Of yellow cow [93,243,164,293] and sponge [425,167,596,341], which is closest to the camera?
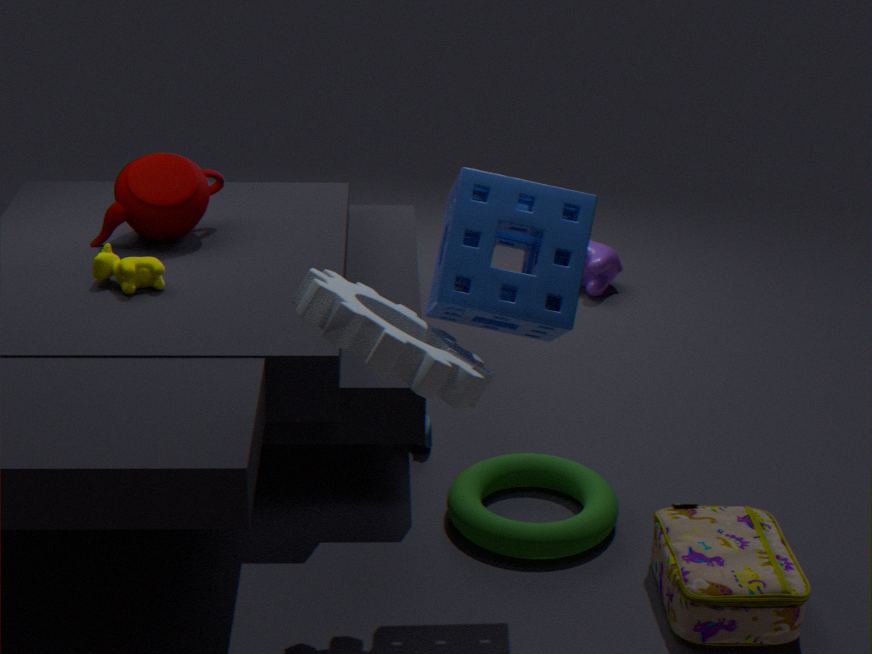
sponge [425,167,596,341]
